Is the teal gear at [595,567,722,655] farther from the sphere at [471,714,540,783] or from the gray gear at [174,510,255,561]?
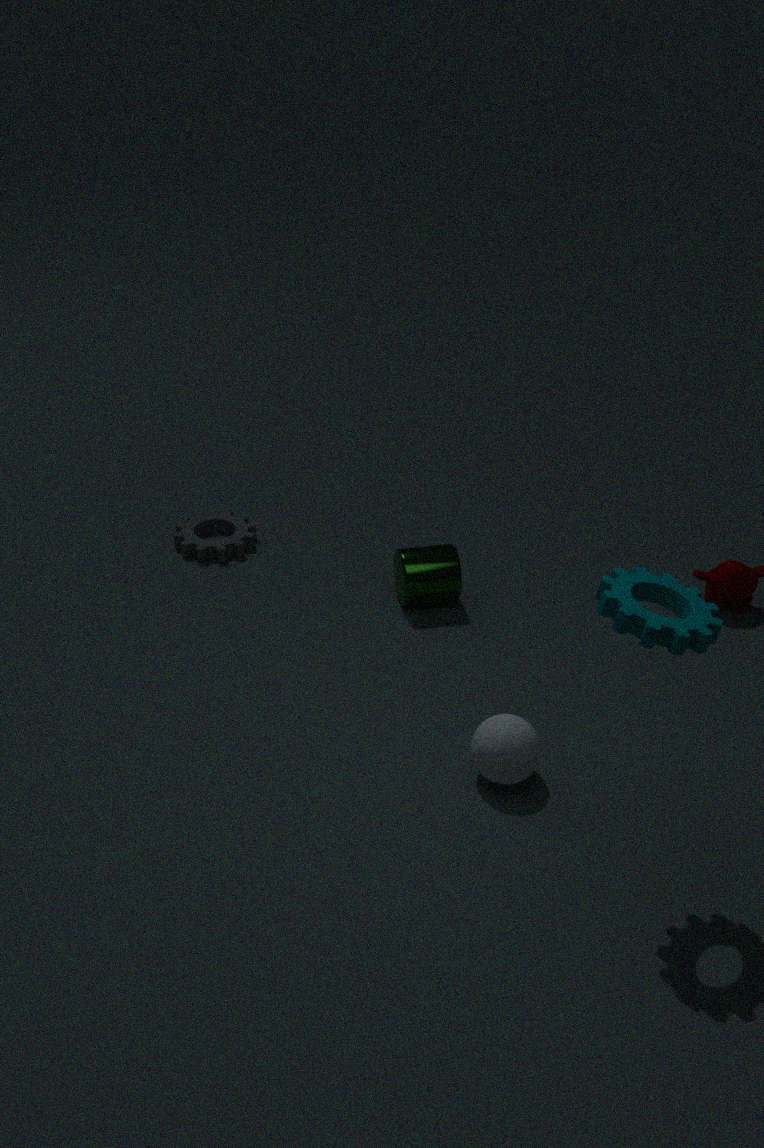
the gray gear at [174,510,255,561]
